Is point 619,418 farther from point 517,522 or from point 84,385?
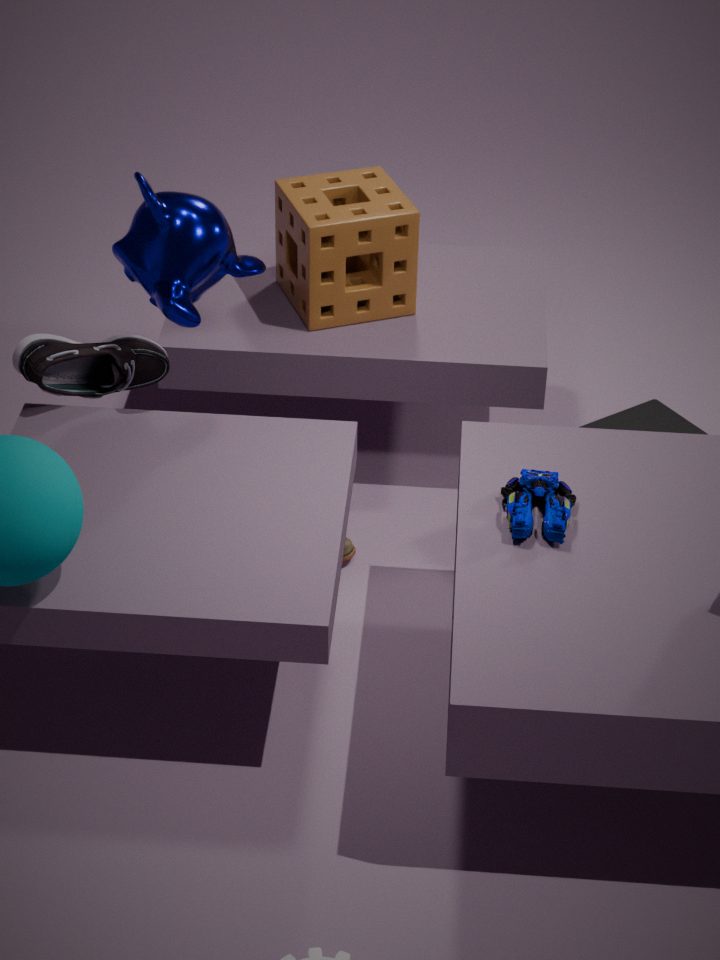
point 84,385
